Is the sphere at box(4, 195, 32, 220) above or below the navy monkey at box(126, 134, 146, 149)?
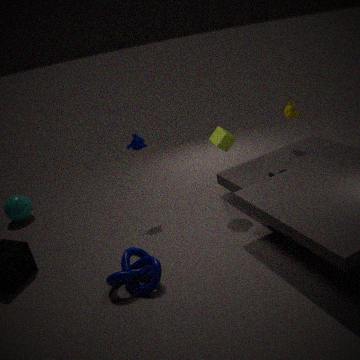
below
